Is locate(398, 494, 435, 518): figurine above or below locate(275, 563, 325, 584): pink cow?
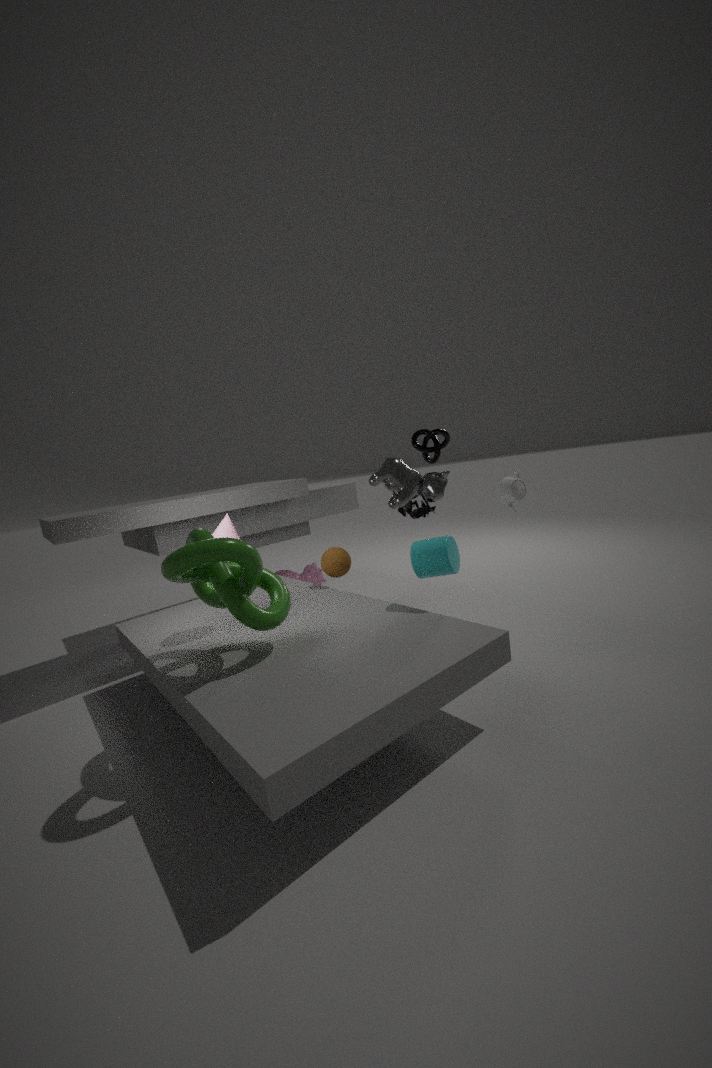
above
